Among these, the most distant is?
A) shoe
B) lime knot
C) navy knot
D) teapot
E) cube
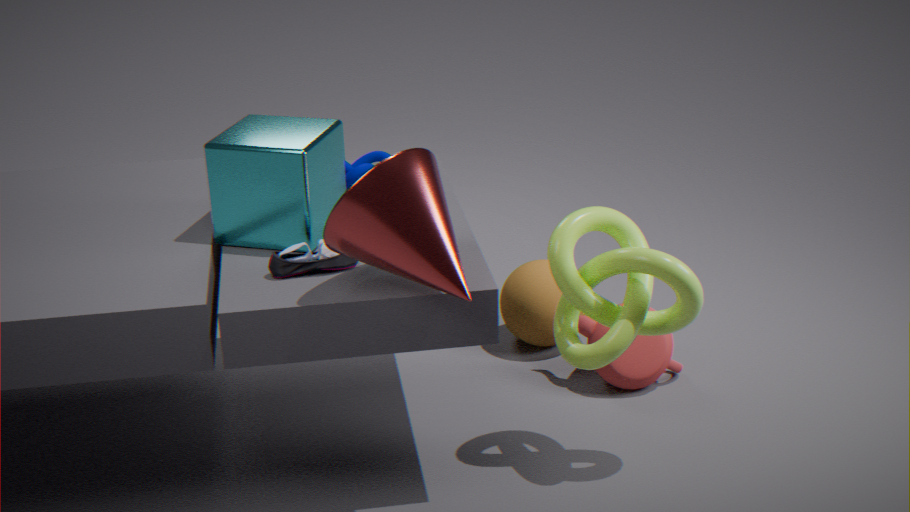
teapot
